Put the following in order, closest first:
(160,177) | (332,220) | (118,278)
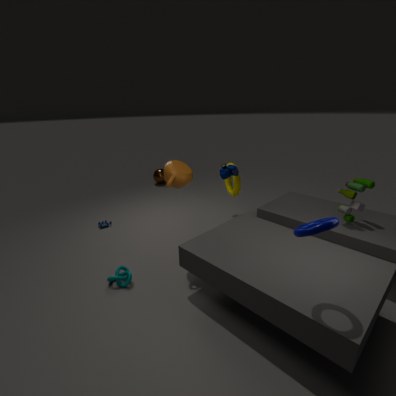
(332,220) < (118,278) < (160,177)
